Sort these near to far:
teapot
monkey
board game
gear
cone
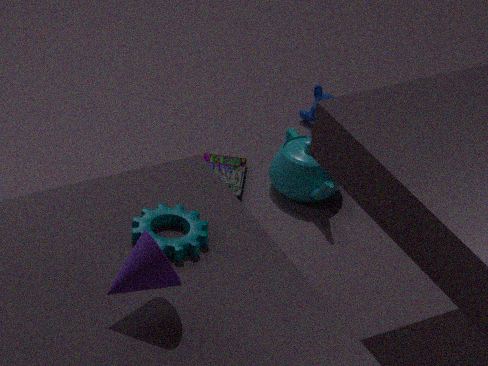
cone, gear, teapot, board game, monkey
